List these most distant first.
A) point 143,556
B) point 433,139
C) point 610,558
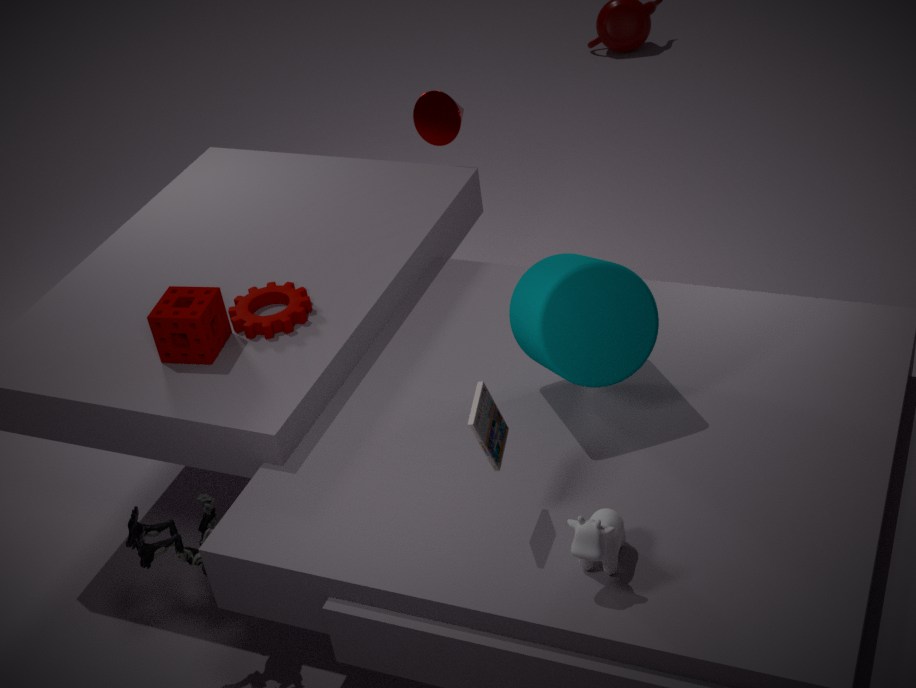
point 433,139 < point 143,556 < point 610,558
